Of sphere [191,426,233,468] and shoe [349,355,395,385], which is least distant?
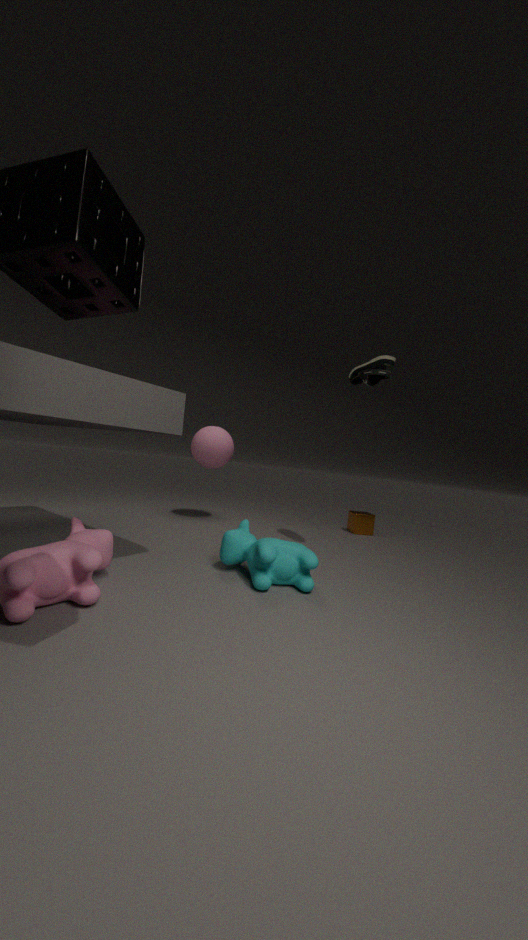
shoe [349,355,395,385]
